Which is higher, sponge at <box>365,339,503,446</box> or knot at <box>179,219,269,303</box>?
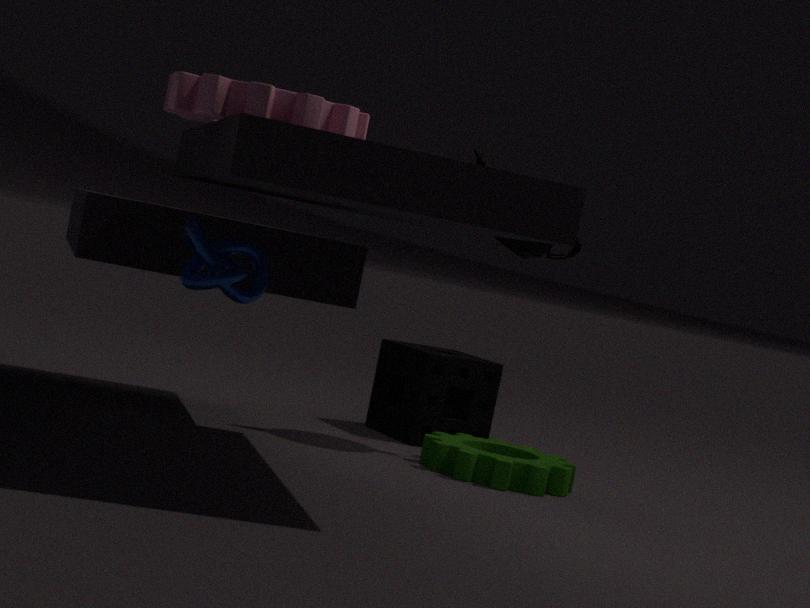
knot at <box>179,219,269,303</box>
